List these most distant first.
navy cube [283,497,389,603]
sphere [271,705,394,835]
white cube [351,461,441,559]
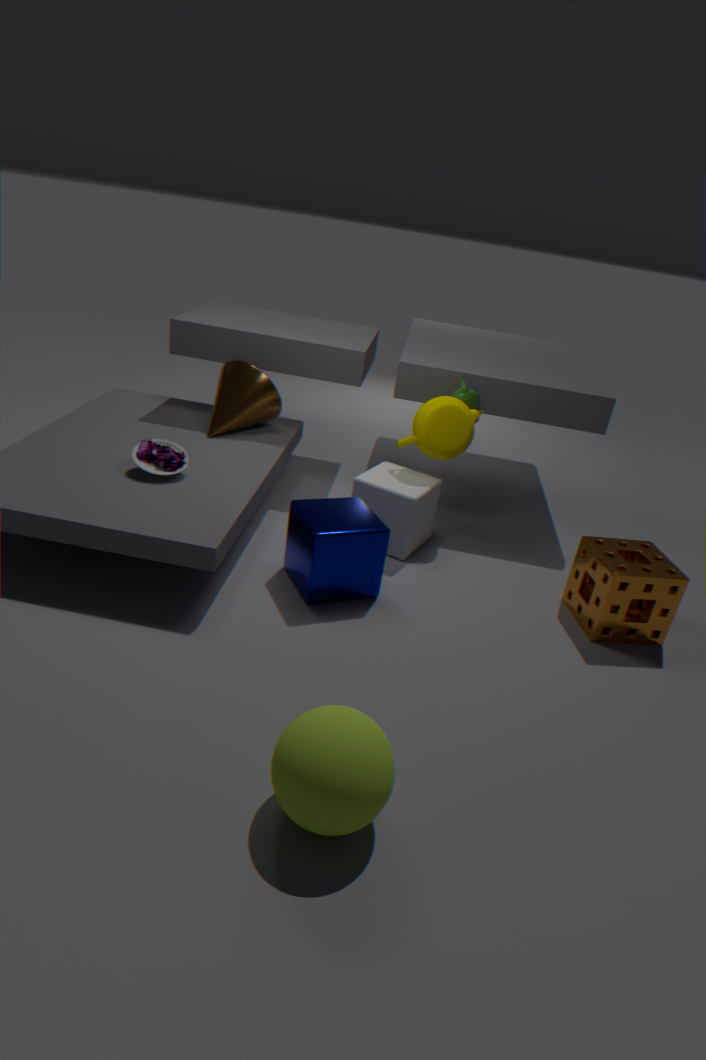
1. white cube [351,461,441,559]
2. navy cube [283,497,389,603]
3. sphere [271,705,394,835]
